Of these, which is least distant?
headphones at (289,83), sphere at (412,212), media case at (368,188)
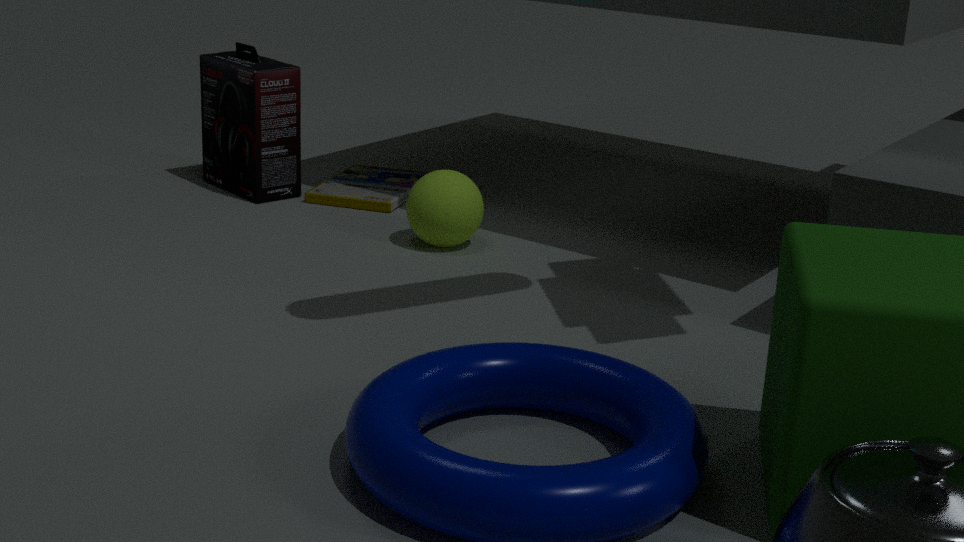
sphere at (412,212)
